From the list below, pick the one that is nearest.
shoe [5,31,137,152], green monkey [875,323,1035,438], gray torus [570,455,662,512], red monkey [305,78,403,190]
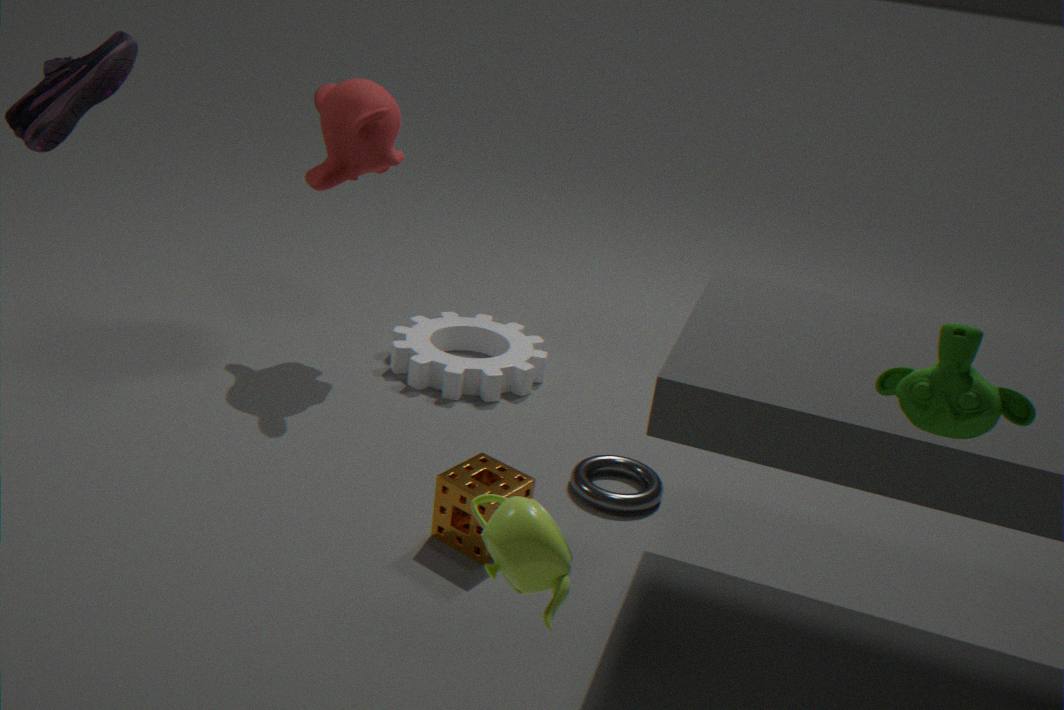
green monkey [875,323,1035,438]
